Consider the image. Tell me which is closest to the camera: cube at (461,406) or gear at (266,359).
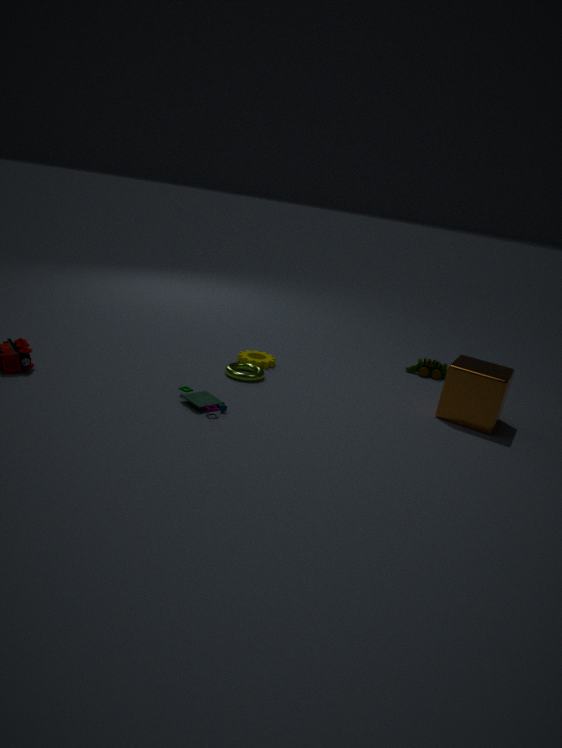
cube at (461,406)
